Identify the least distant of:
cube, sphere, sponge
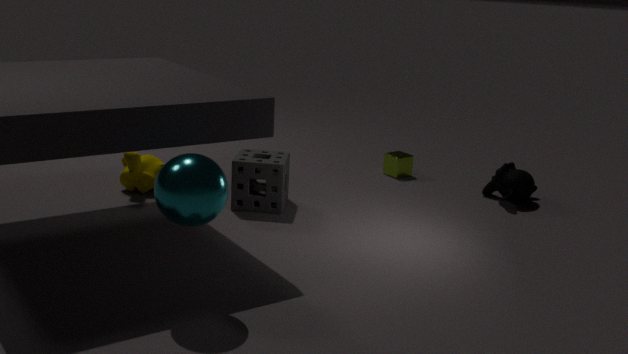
sphere
